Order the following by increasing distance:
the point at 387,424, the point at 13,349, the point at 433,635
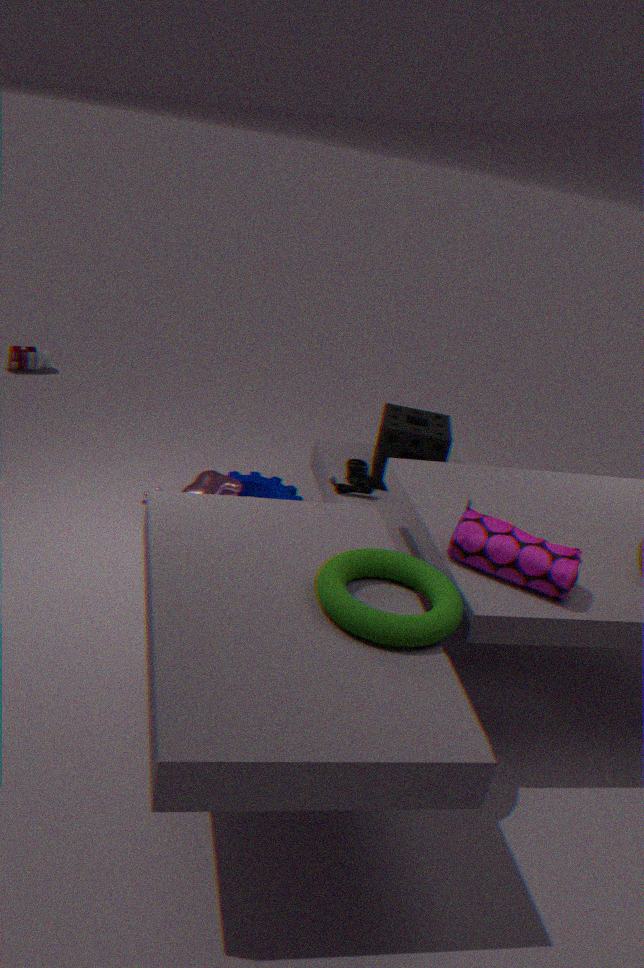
the point at 433,635
the point at 387,424
the point at 13,349
